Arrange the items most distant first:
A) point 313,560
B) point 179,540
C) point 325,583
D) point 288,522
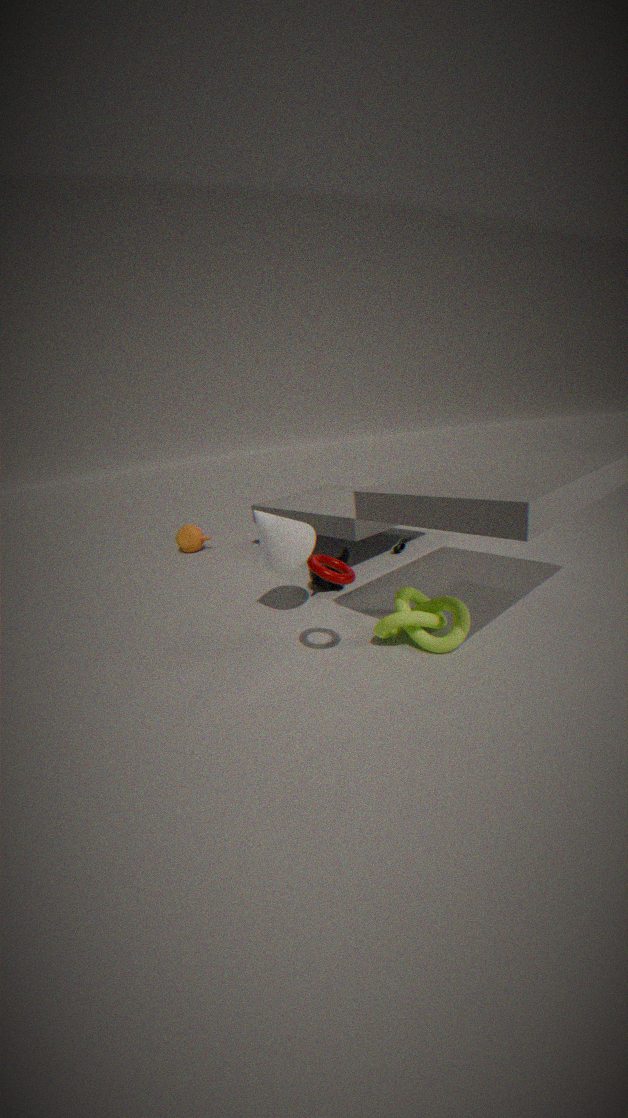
1. point 179,540
2. point 325,583
3. point 288,522
4. point 313,560
